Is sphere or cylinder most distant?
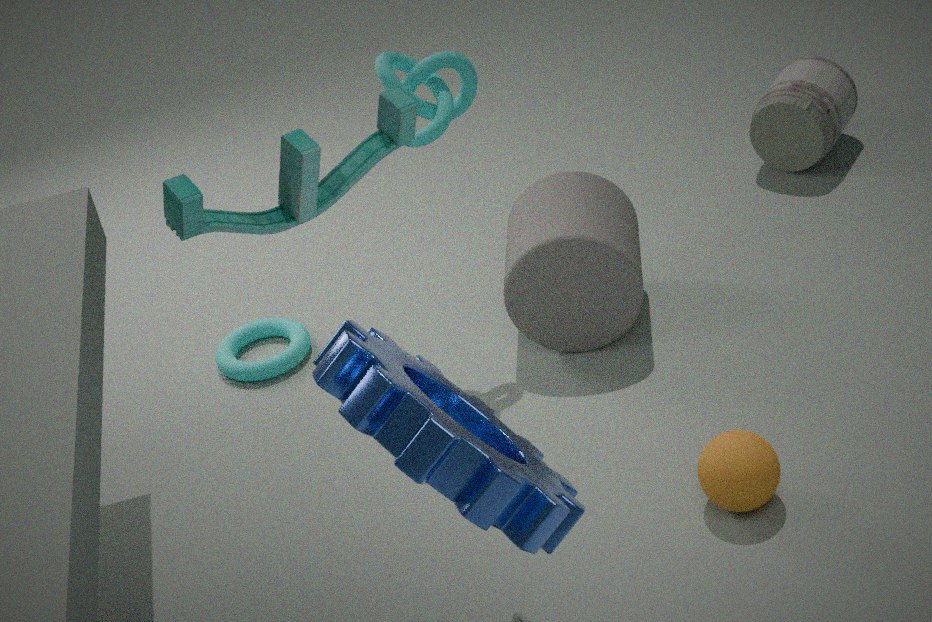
cylinder
